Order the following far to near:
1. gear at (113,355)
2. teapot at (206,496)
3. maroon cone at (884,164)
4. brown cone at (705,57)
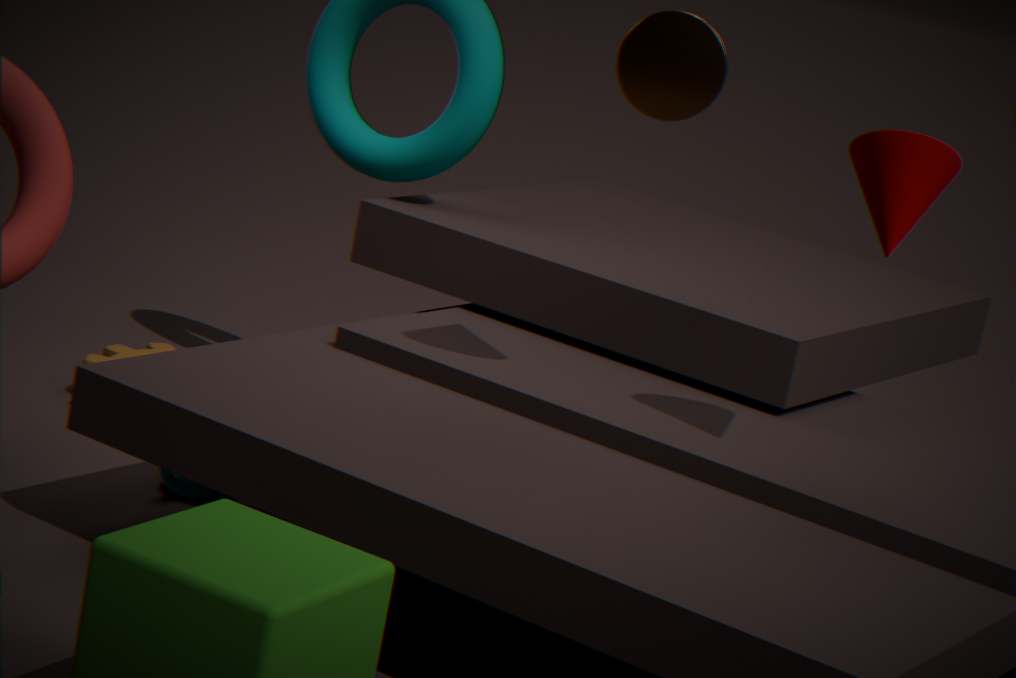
gear at (113,355)
teapot at (206,496)
brown cone at (705,57)
maroon cone at (884,164)
